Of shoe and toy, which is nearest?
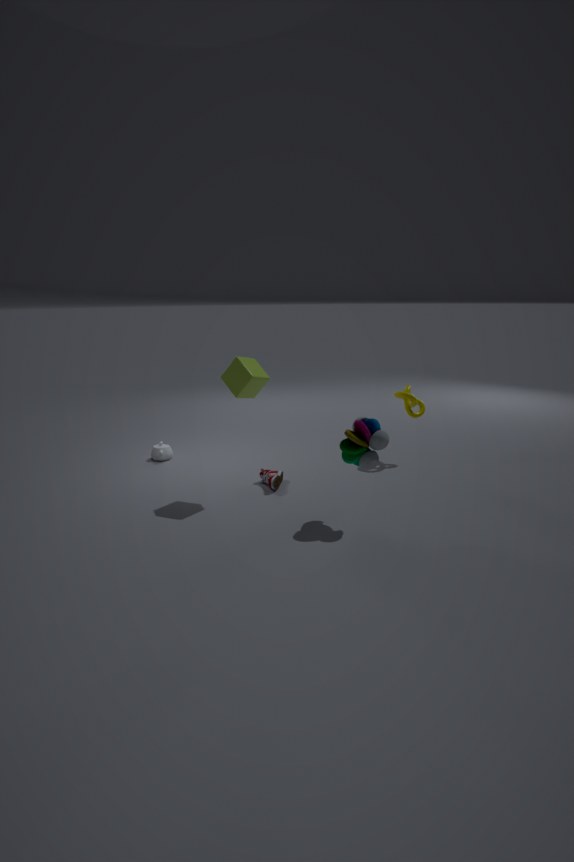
toy
